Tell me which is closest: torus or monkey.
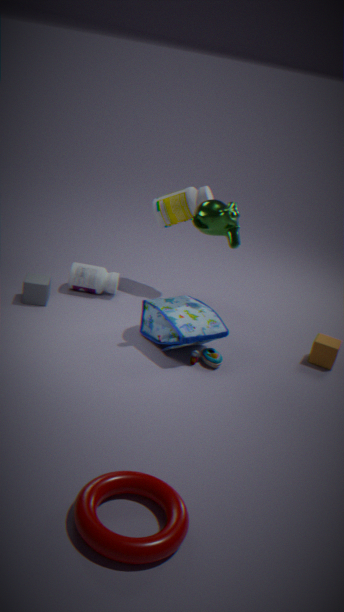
torus
